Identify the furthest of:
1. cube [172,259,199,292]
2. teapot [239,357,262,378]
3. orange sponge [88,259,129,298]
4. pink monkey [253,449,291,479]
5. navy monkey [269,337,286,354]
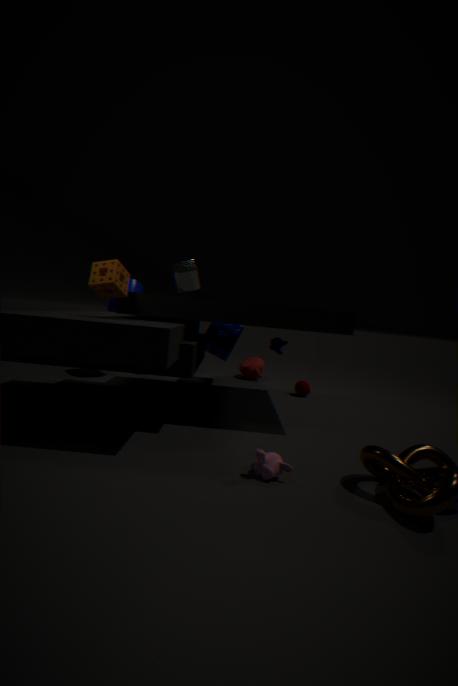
teapot [239,357,262,378]
